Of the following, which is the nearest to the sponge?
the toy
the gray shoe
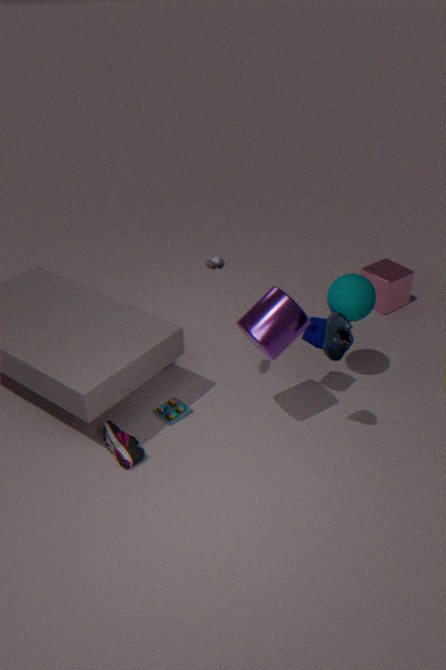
the gray shoe
